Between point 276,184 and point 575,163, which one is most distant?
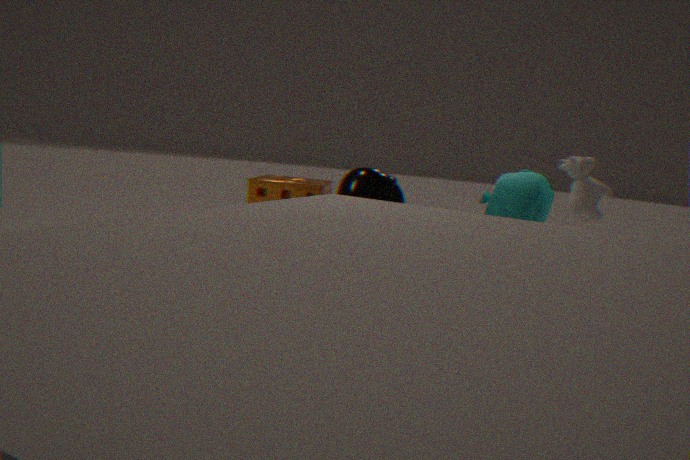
point 276,184
